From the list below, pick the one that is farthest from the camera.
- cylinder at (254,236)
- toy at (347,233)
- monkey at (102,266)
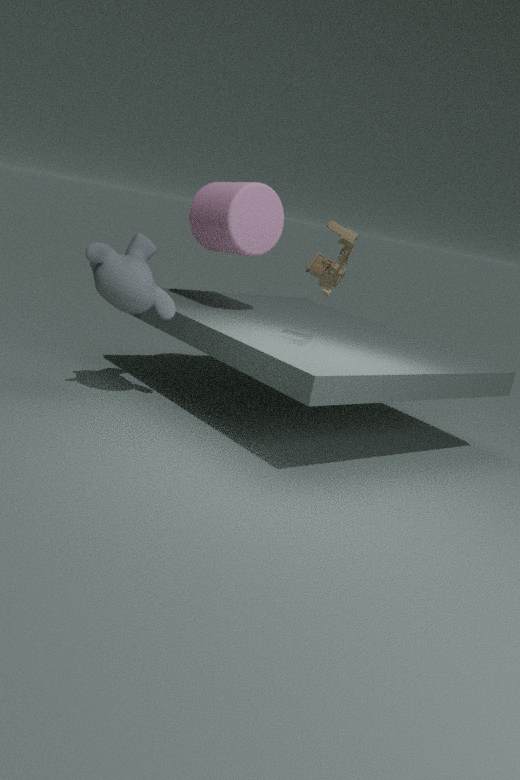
cylinder at (254,236)
